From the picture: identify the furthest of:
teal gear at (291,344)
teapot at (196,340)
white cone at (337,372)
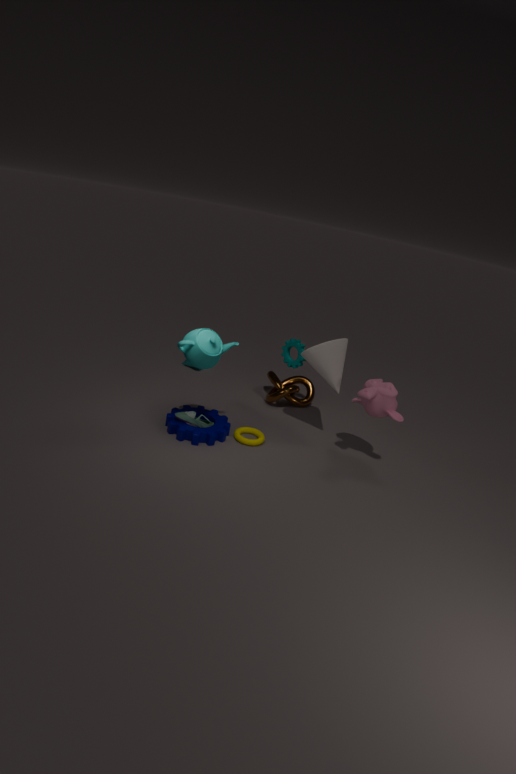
teal gear at (291,344)
